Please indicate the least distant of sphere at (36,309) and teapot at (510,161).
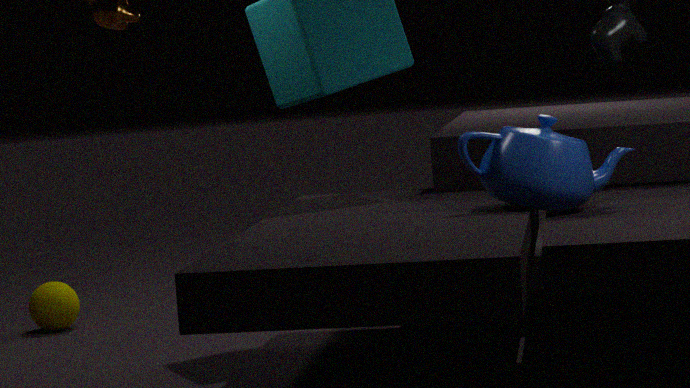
teapot at (510,161)
